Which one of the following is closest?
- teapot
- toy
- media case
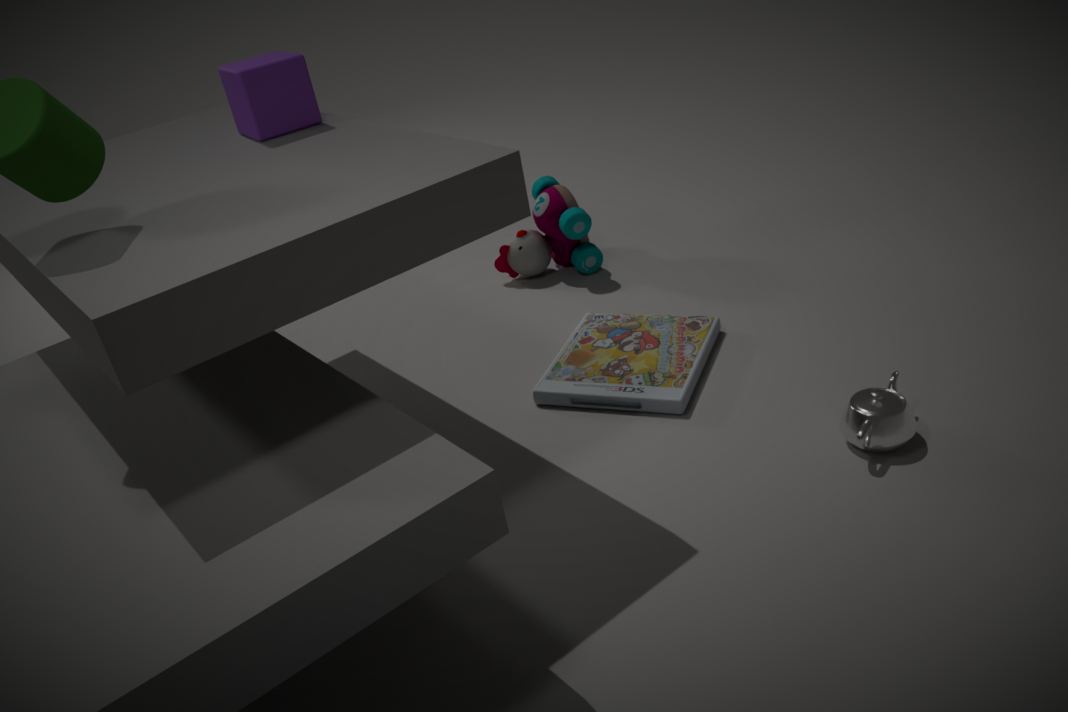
teapot
